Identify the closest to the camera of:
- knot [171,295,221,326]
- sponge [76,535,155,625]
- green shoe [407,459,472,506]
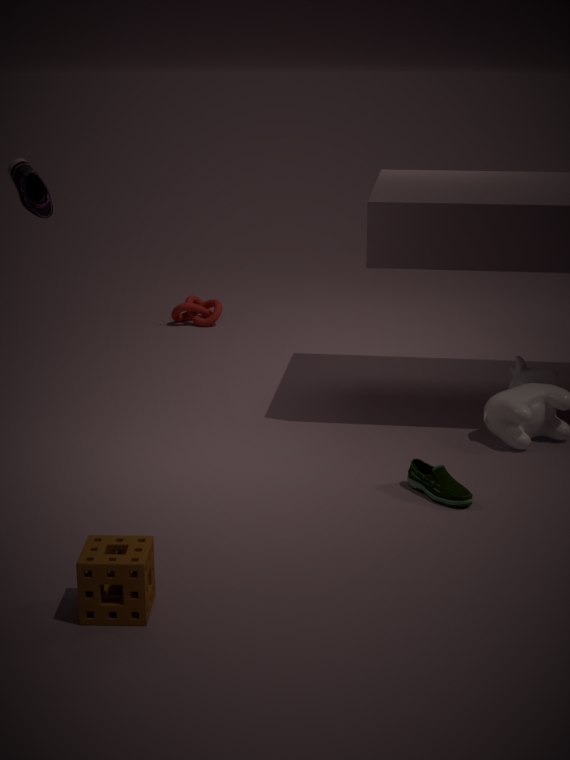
sponge [76,535,155,625]
